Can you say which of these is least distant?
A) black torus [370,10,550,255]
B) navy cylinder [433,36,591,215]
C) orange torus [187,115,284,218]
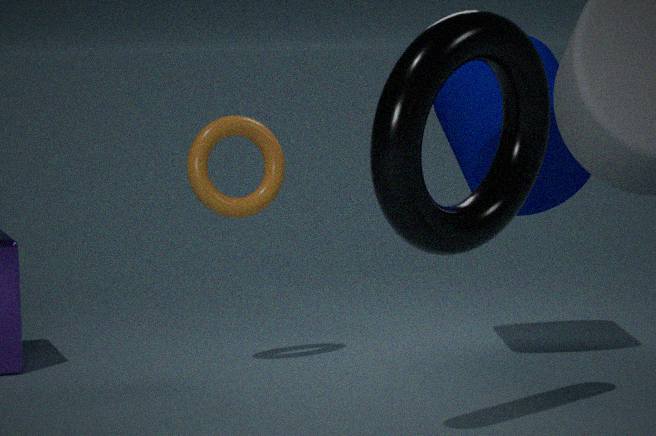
black torus [370,10,550,255]
